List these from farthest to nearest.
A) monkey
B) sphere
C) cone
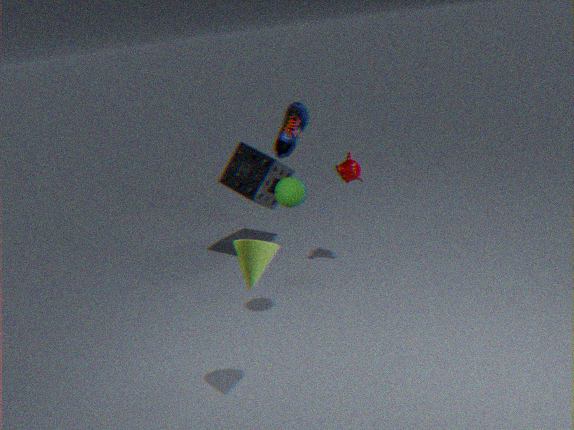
monkey
sphere
cone
